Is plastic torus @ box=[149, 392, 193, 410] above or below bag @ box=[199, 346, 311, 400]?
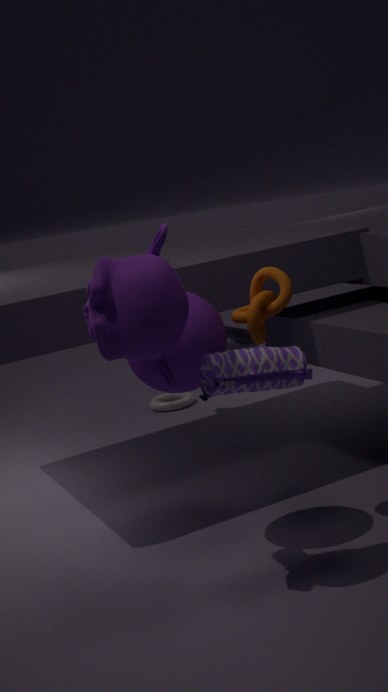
below
